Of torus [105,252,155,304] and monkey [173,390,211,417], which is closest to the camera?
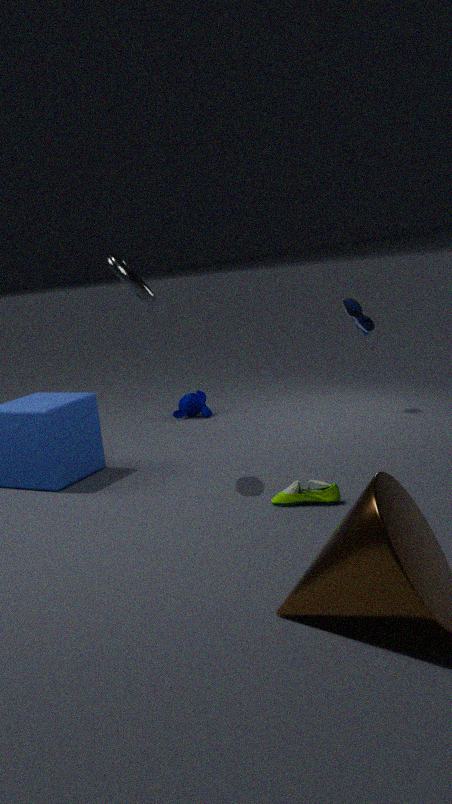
torus [105,252,155,304]
